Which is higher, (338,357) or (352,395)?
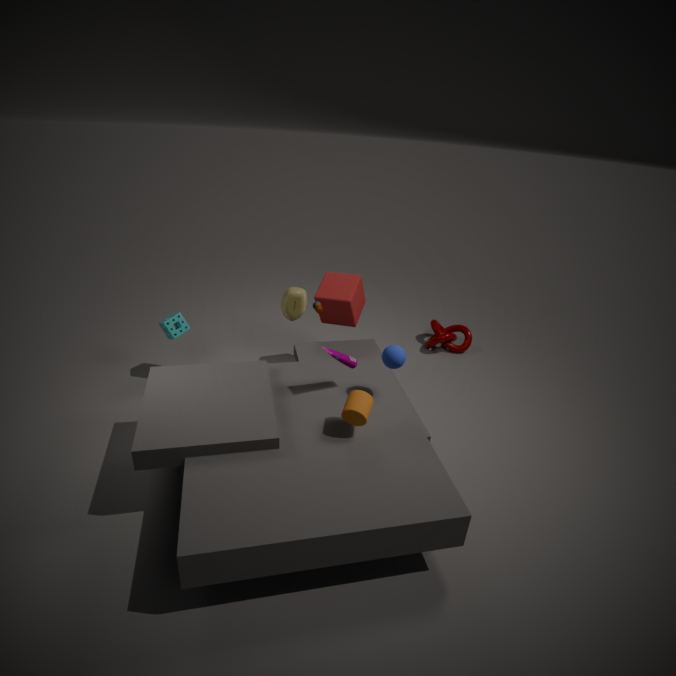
(338,357)
